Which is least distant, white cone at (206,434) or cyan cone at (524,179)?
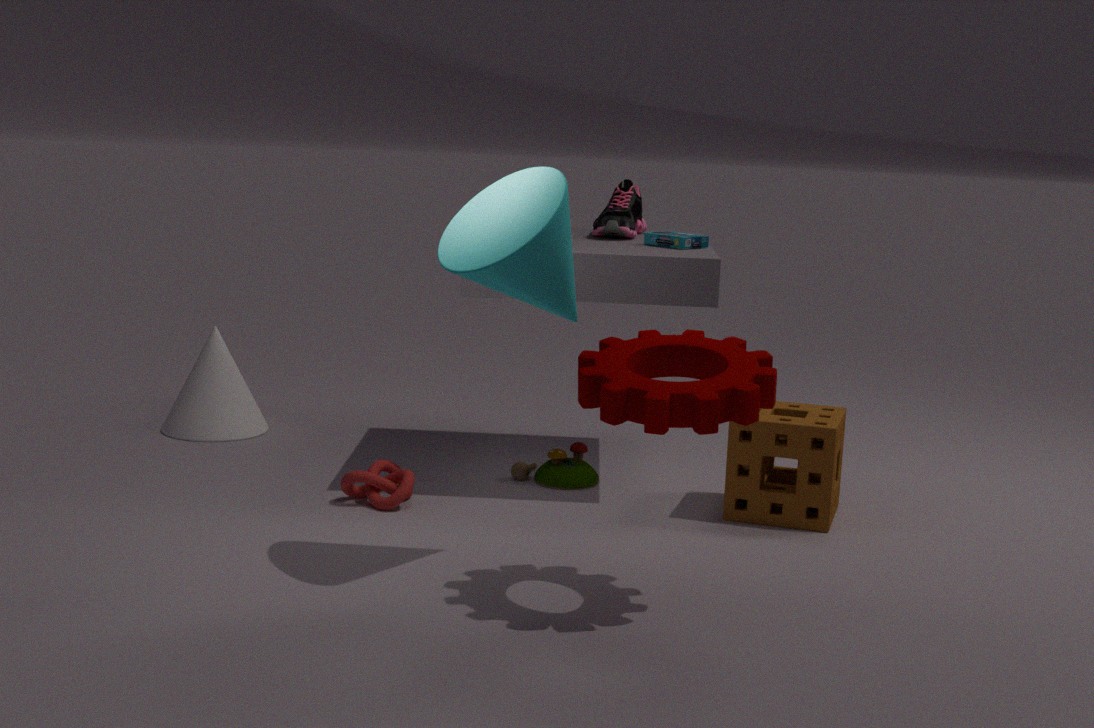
cyan cone at (524,179)
